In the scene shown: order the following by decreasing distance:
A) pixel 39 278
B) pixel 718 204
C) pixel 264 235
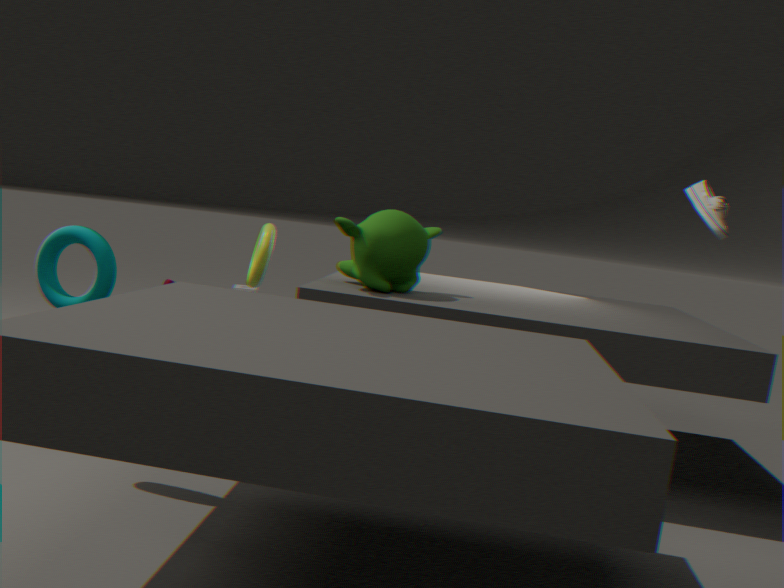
C. pixel 264 235 → A. pixel 39 278 → B. pixel 718 204
